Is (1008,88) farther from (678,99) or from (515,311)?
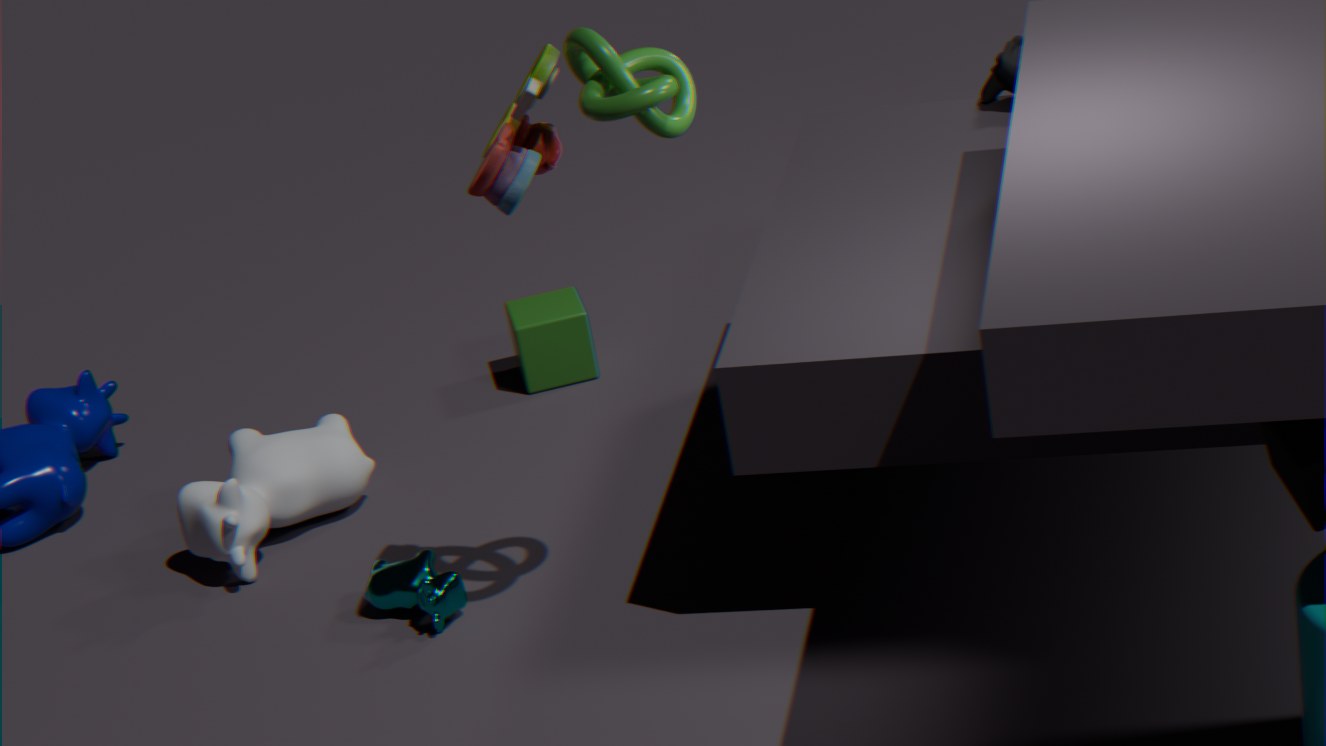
(678,99)
